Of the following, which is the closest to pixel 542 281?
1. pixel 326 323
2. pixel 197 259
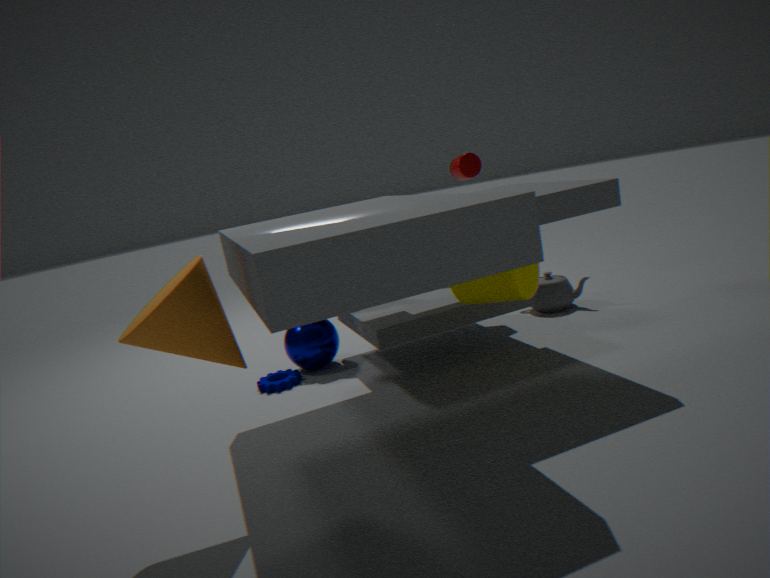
pixel 326 323
